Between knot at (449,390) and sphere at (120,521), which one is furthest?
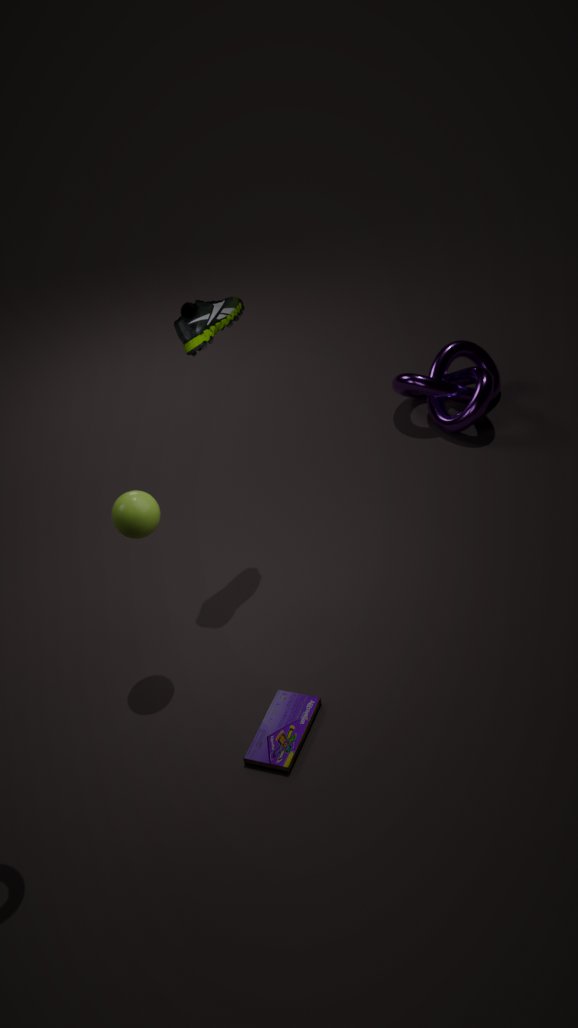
knot at (449,390)
